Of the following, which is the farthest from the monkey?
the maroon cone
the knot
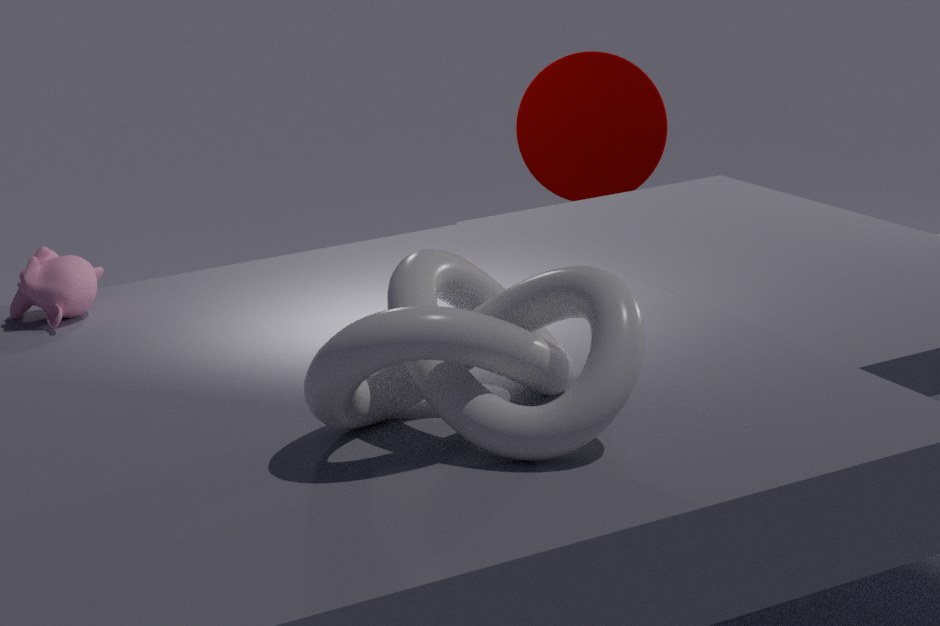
the maroon cone
